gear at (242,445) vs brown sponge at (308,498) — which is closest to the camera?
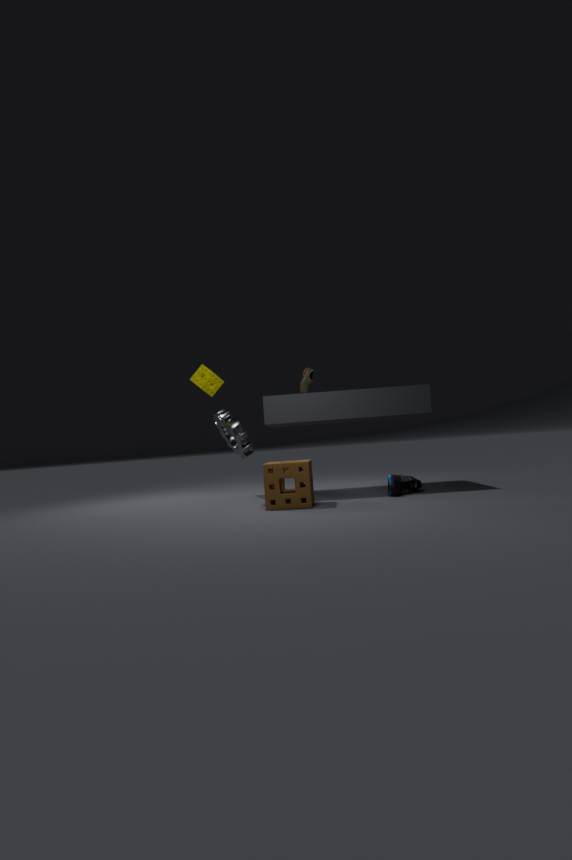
brown sponge at (308,498)
